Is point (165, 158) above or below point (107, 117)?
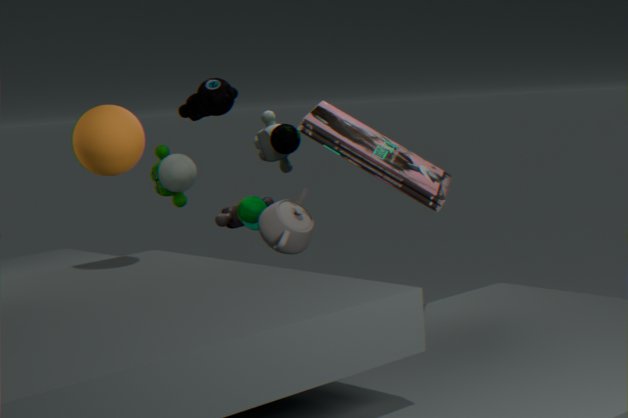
below
